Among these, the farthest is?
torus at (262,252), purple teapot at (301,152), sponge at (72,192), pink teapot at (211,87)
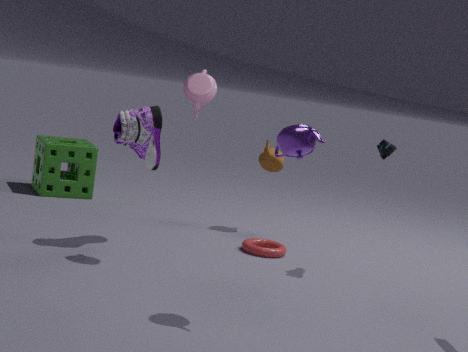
sponge at (72,192)
